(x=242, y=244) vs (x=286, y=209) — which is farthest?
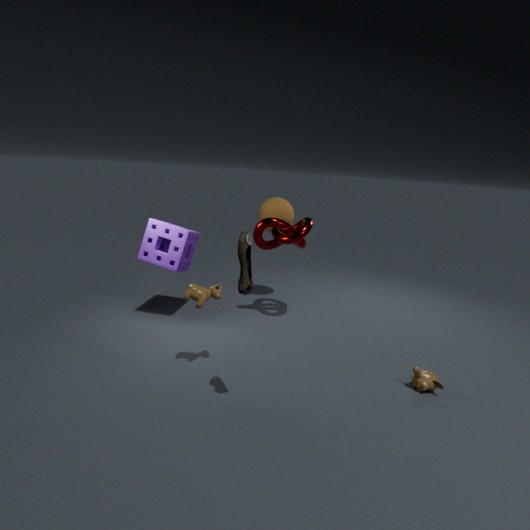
(x=286, y=209)
